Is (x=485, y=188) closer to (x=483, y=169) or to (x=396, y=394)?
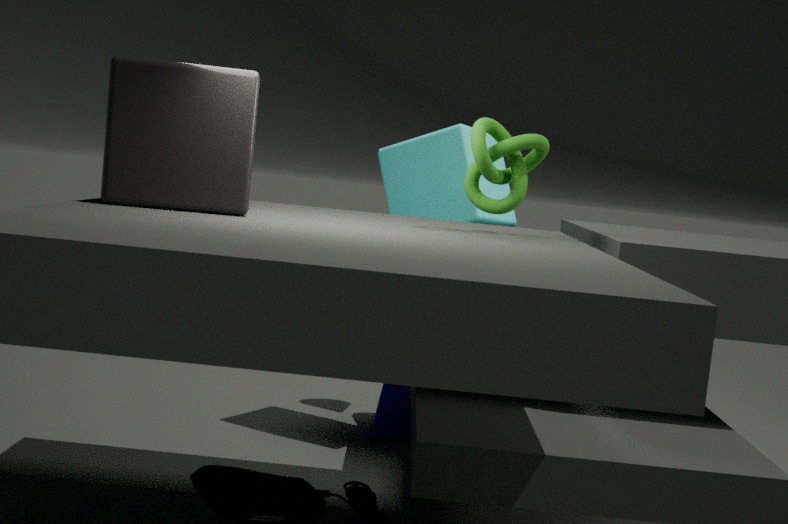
(x=396, y=394)
